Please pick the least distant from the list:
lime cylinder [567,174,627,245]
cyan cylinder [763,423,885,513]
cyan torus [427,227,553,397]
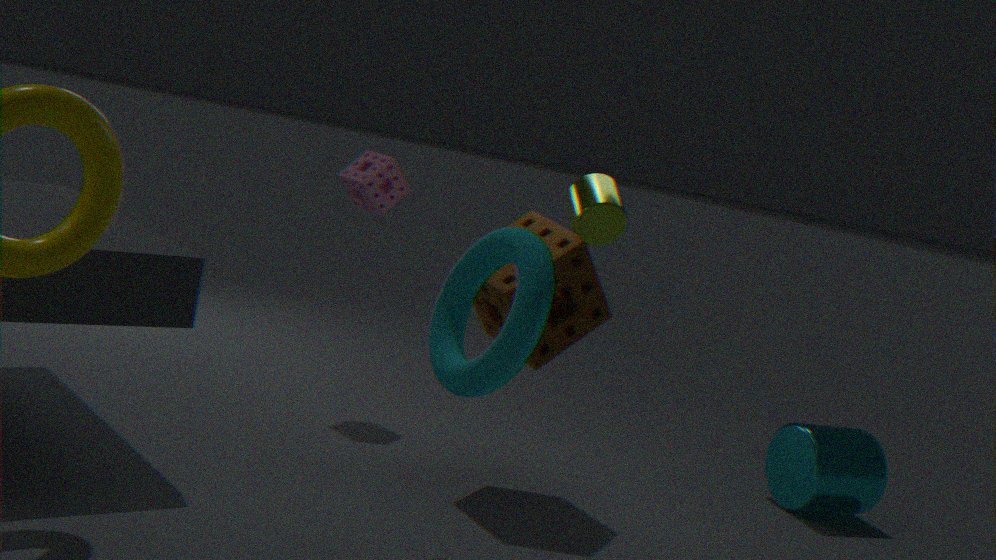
cyan torus [427,227,553,397]
